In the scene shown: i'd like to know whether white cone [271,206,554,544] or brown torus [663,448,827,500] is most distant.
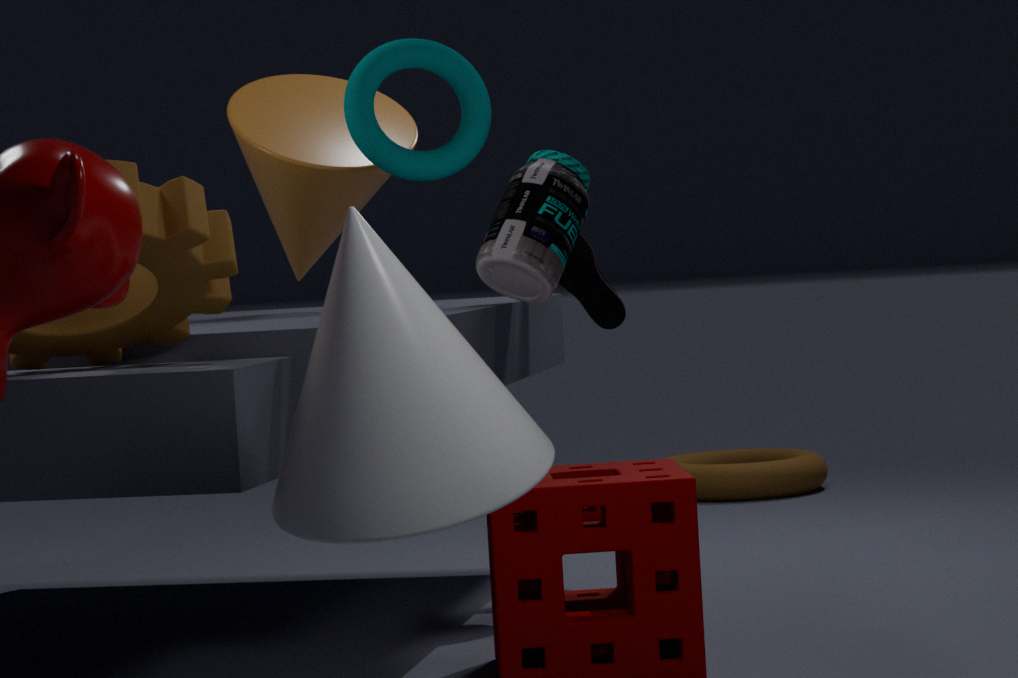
brown torus [663,448,827,500]
